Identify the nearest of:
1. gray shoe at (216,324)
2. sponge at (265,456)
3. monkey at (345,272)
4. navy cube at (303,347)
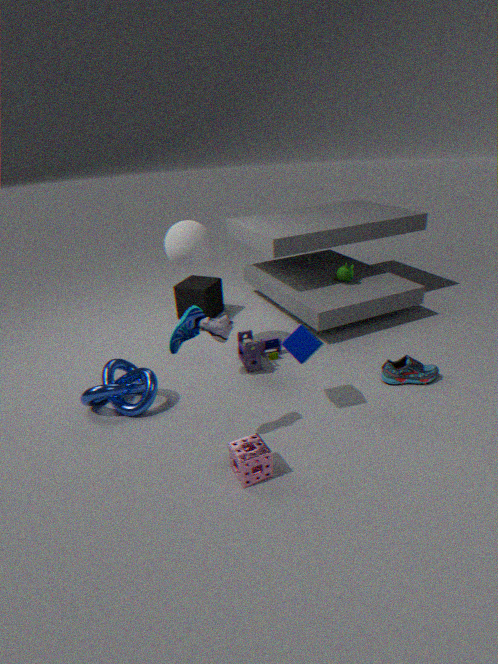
sponge at (265,456)
